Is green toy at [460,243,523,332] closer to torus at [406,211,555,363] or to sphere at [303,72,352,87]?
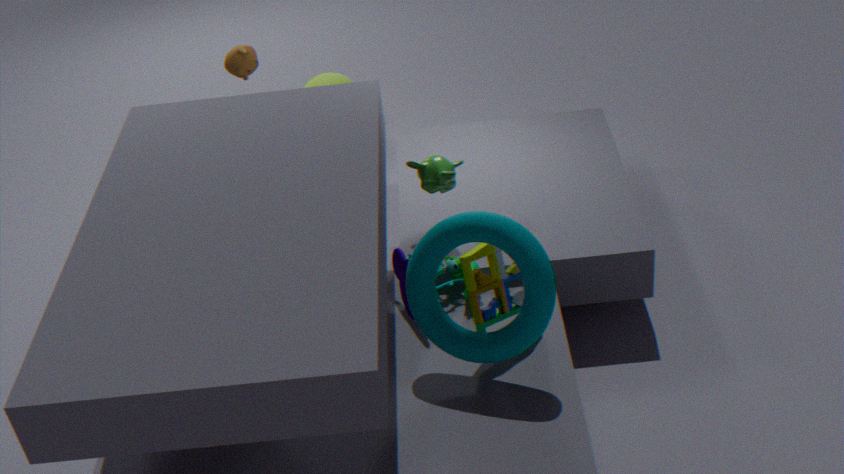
torus at [406,211,555,363]
